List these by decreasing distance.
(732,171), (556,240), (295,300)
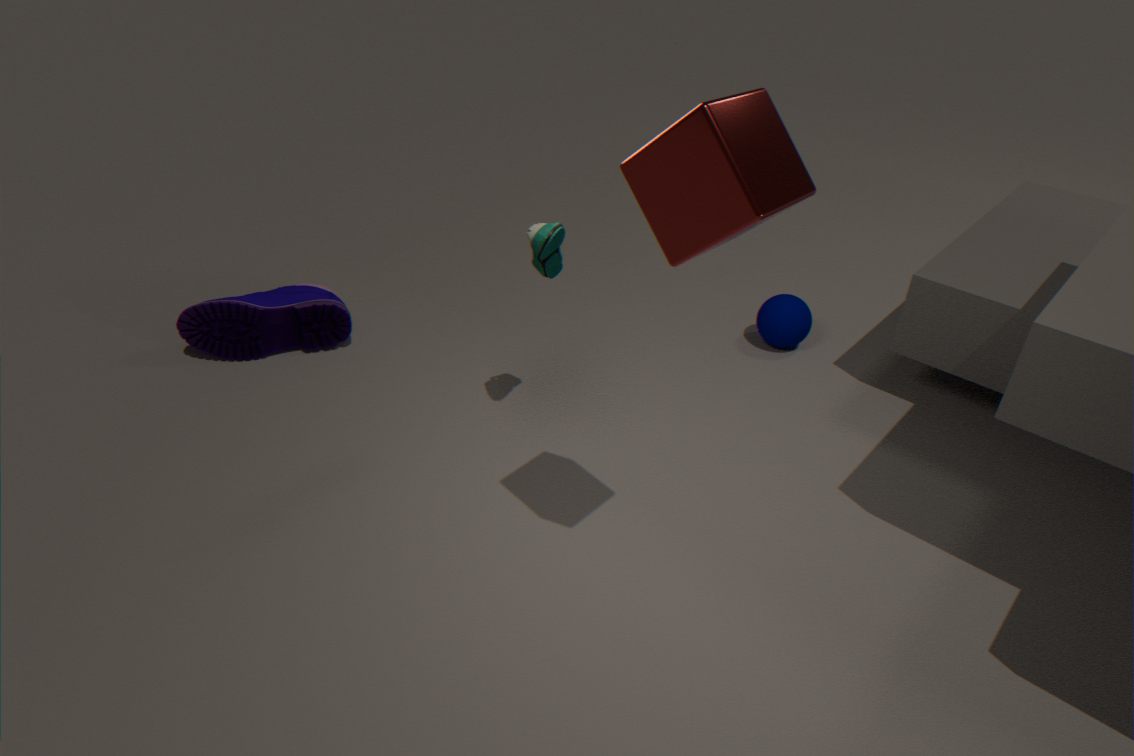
(295,300) → (556,240) → (732,171)
